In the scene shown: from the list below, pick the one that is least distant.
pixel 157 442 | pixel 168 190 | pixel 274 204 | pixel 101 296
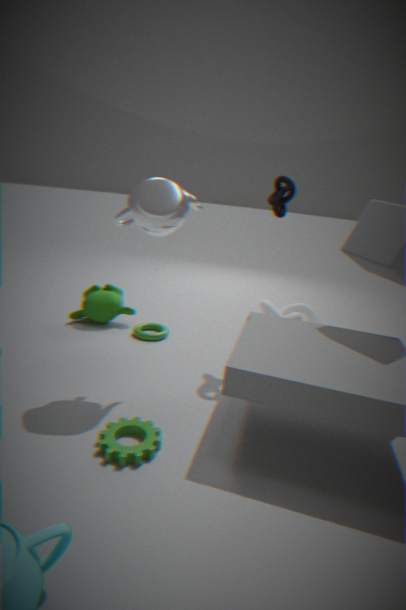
pixel 157 442
